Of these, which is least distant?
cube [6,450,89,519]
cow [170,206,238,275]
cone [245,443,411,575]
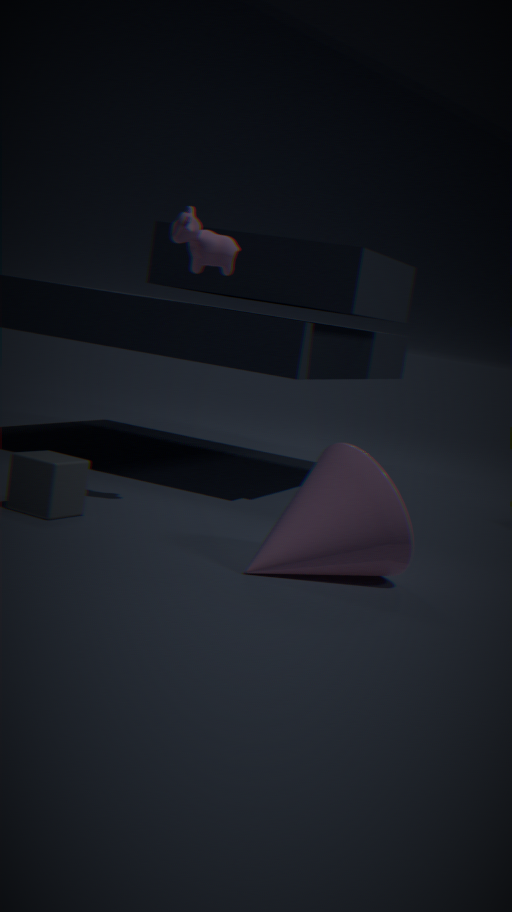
cone [245,443,411,575]
